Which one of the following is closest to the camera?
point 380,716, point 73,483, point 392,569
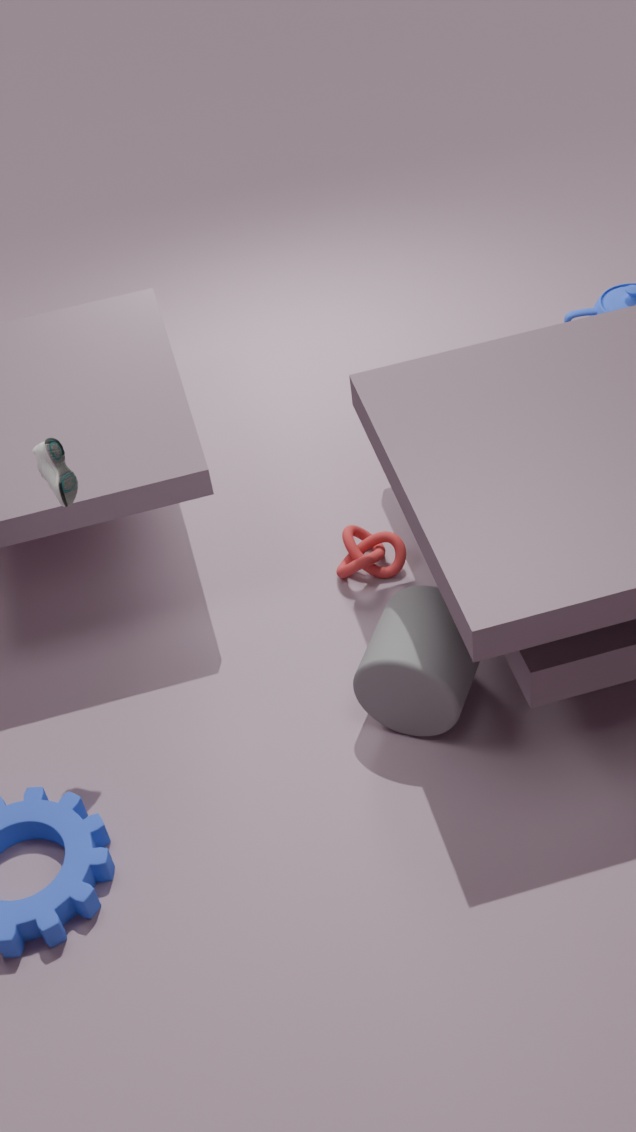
point 73,483
